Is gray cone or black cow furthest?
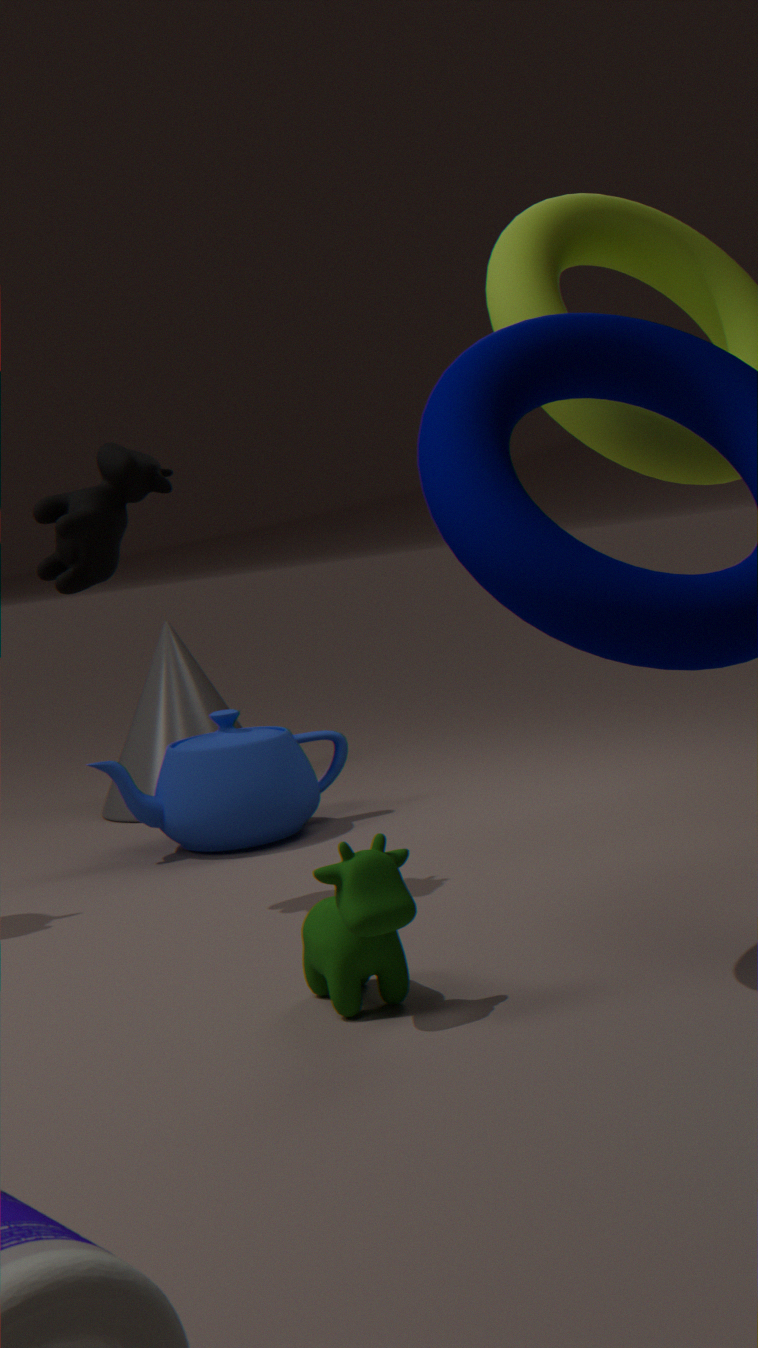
gray cone
